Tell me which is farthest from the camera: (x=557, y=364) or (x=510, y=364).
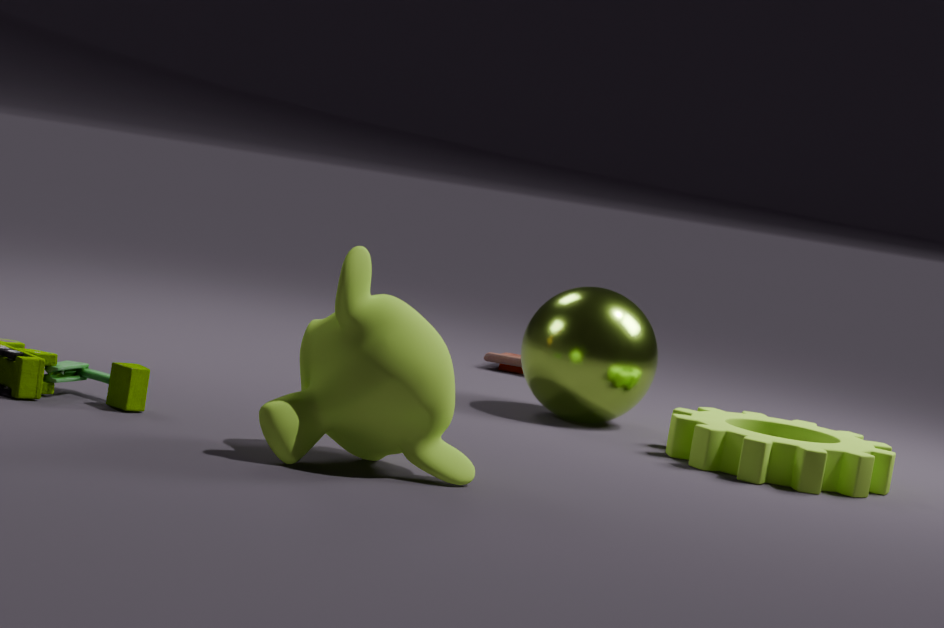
(x=510, y=364)
